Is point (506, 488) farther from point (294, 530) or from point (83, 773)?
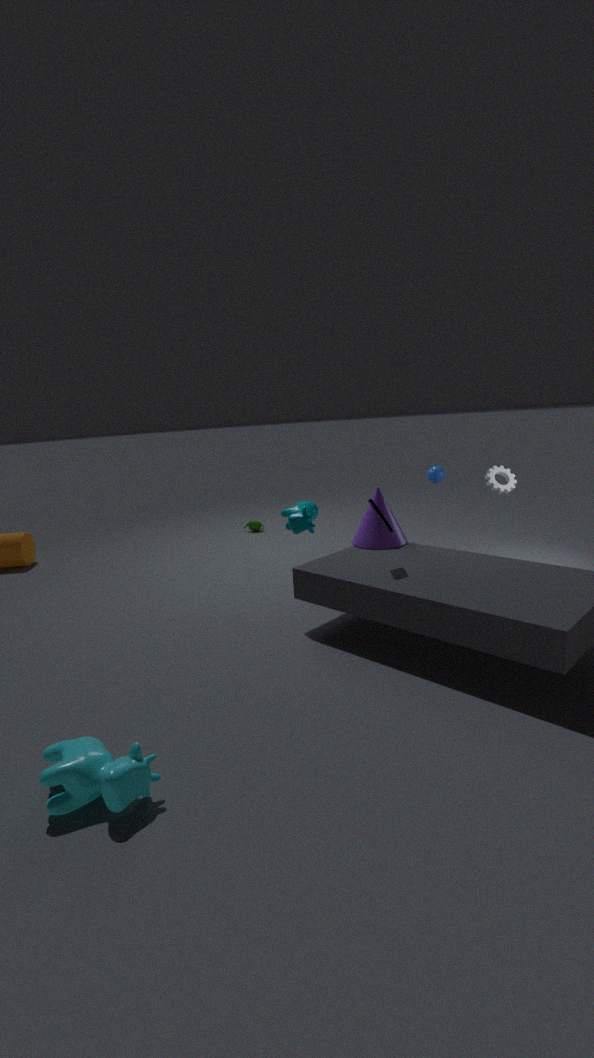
point (83, 773)
